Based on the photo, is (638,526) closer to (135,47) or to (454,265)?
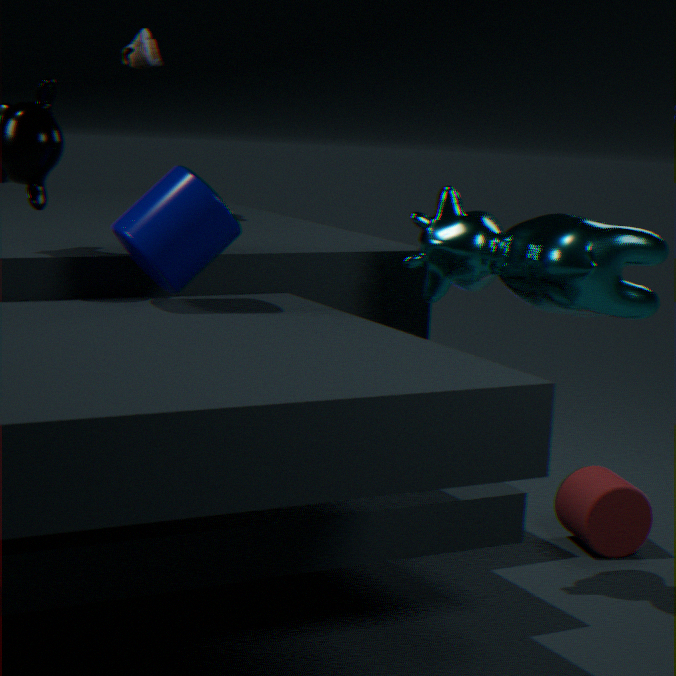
(454,265)
